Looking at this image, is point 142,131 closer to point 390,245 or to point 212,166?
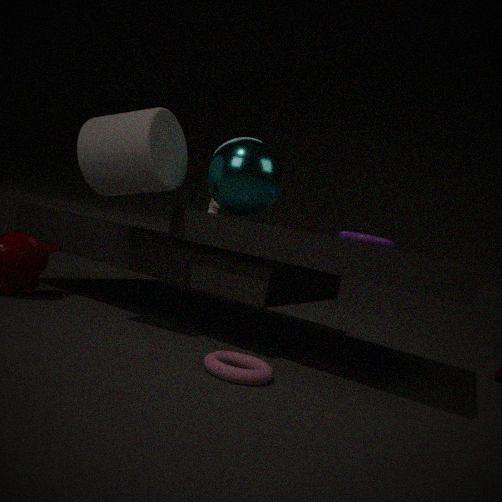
point 212,166
